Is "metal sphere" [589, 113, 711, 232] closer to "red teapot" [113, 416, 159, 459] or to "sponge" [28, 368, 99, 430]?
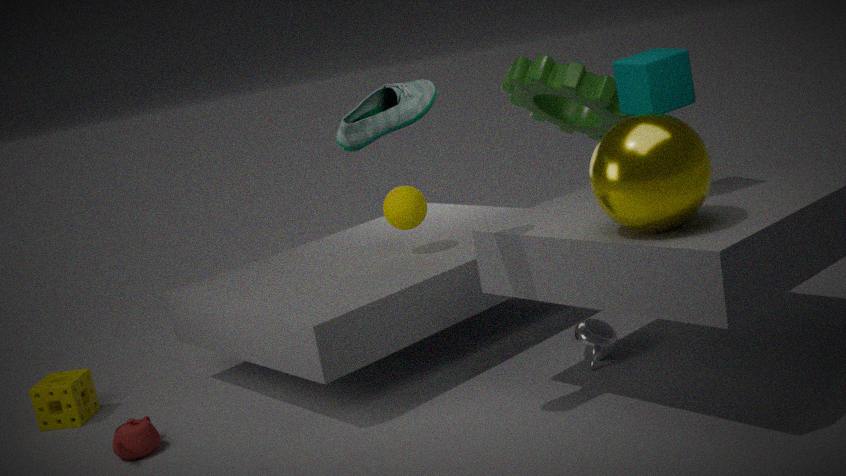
"red teapot" [113, 416, 159, 459]
